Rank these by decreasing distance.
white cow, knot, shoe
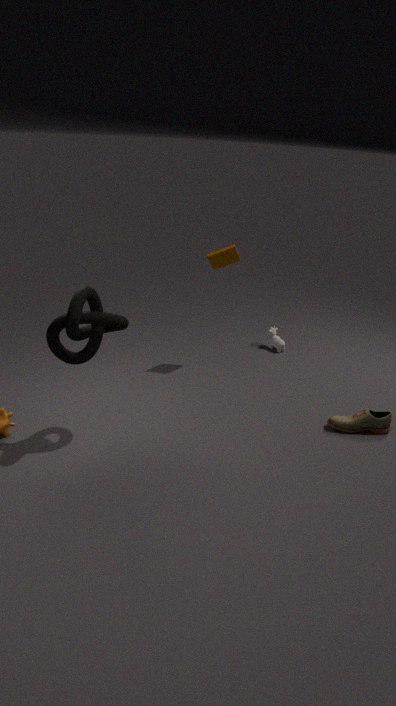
white cow, shoe, knot
